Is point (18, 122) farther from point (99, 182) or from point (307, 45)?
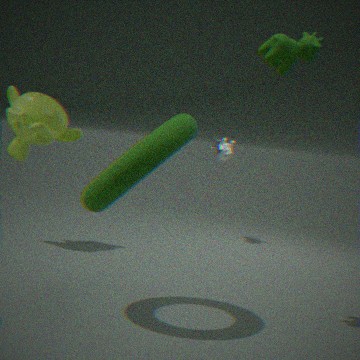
point (307, 45)
